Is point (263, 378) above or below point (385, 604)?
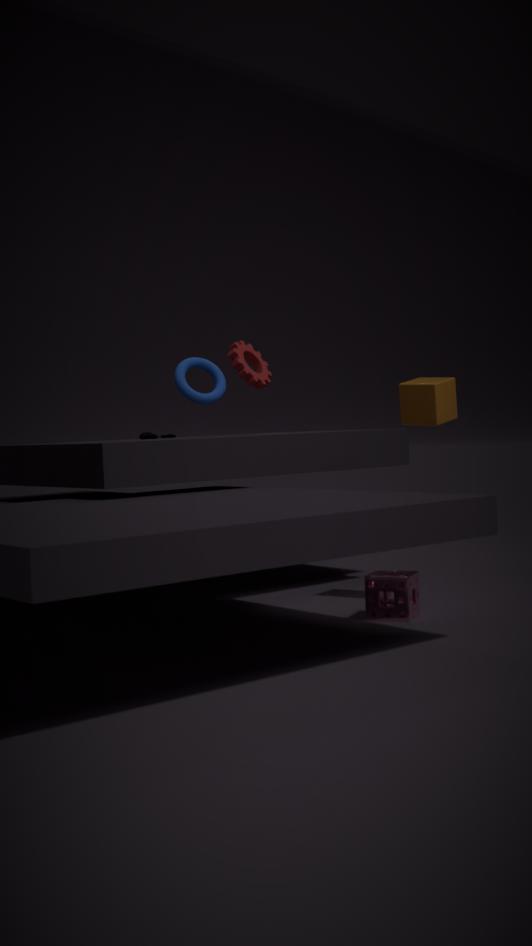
above
